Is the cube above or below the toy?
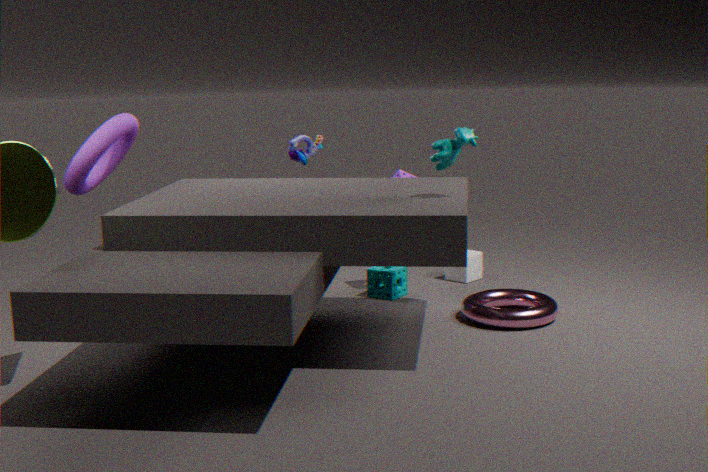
below
